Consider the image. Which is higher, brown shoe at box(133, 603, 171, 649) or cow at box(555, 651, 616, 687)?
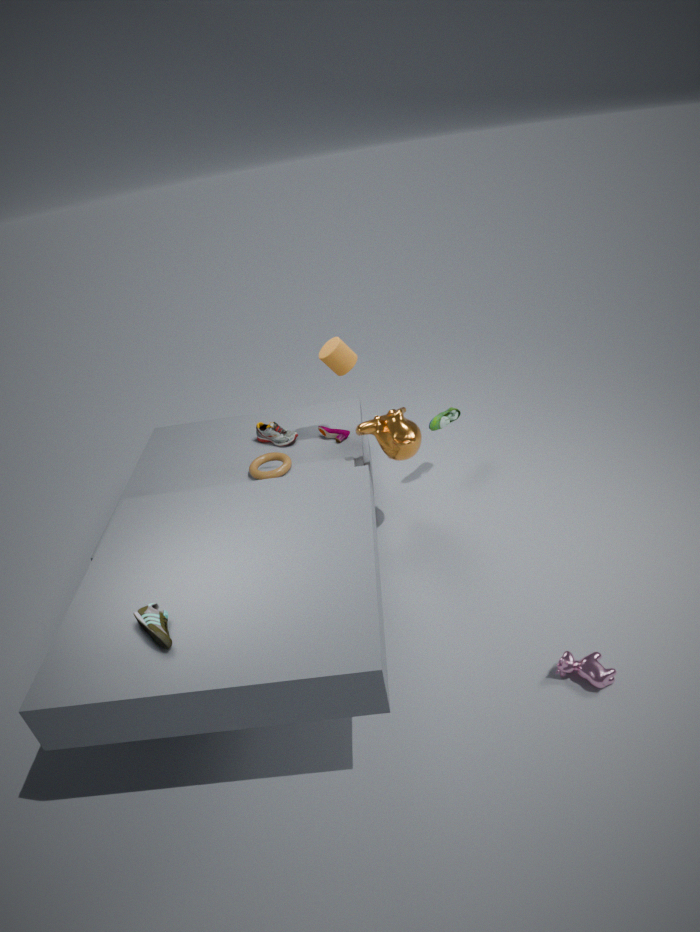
brown shoe at box(133, 603, 171, 649)
